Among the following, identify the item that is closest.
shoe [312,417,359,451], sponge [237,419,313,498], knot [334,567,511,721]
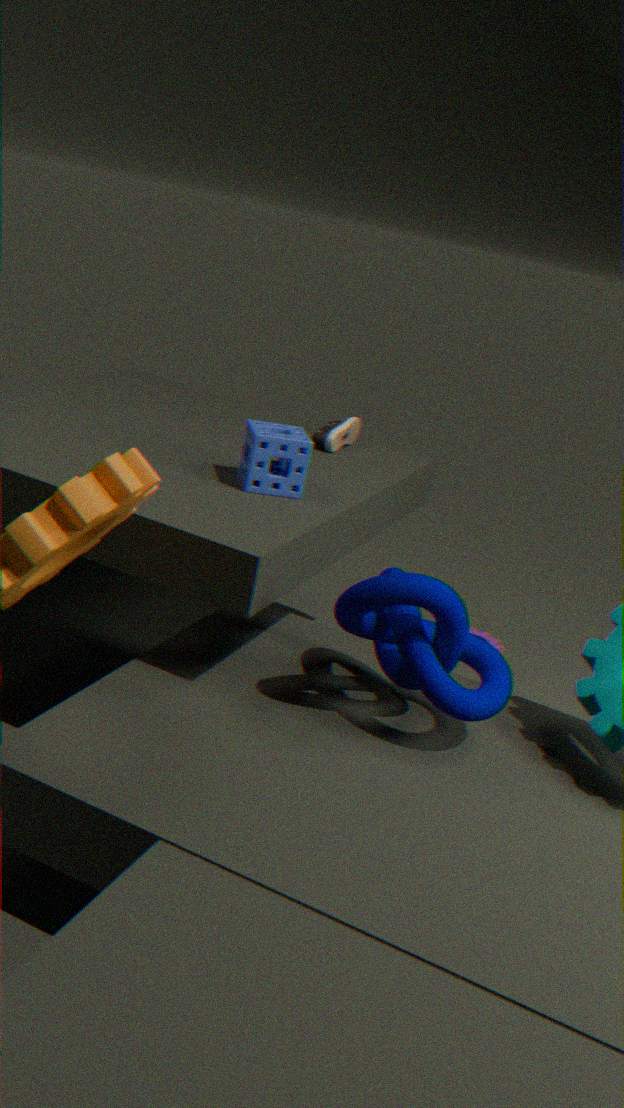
knot [334,567,511,721]
